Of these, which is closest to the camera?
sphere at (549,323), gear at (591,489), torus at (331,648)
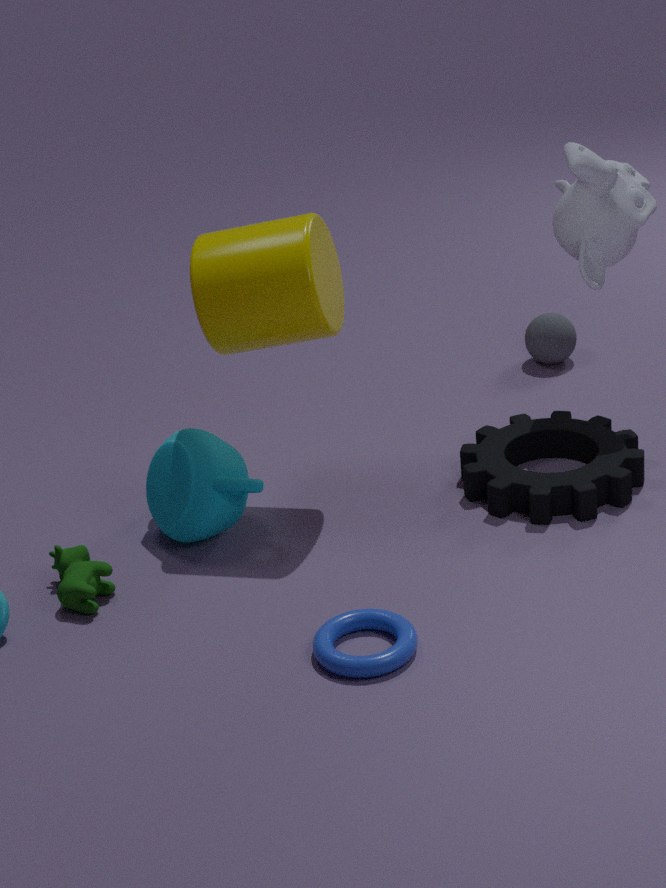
torus at (331,648)
